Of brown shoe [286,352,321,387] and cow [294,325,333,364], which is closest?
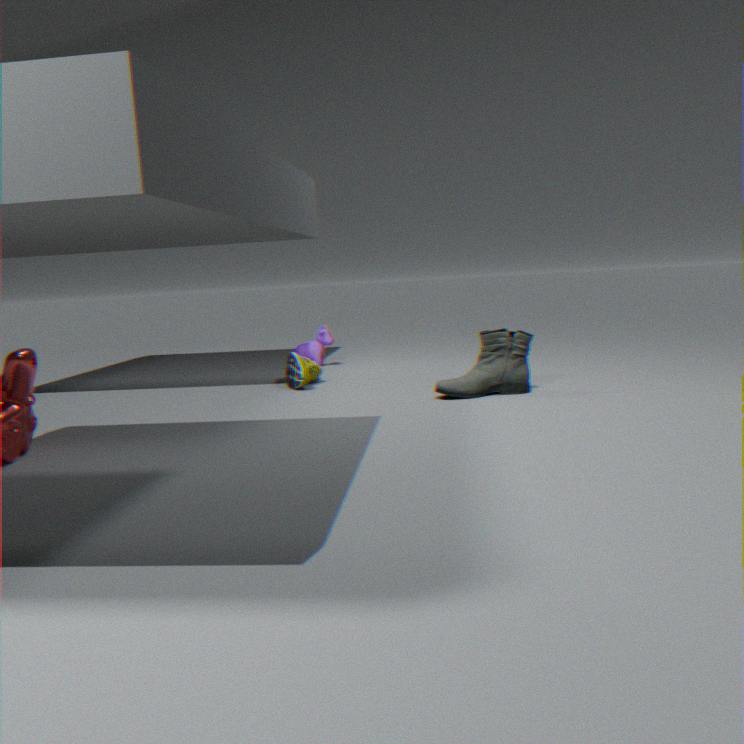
brown shoe [286,352,321,387]
